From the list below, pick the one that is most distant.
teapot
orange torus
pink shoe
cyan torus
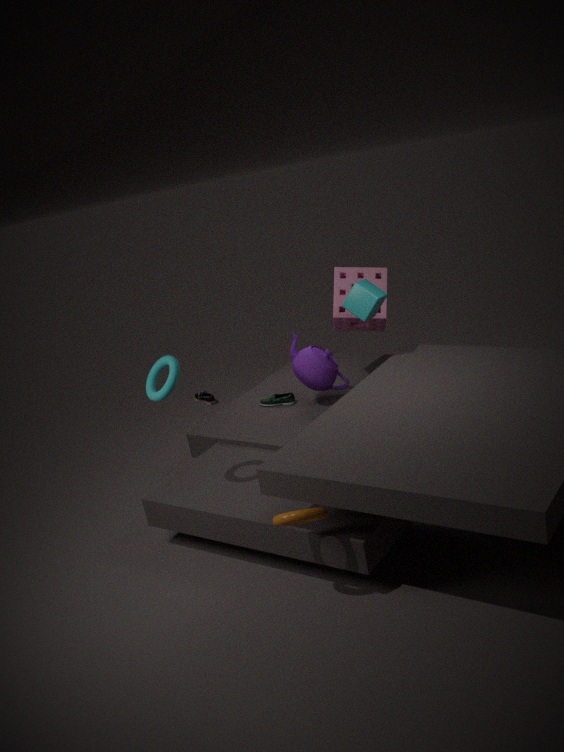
pink shoe
